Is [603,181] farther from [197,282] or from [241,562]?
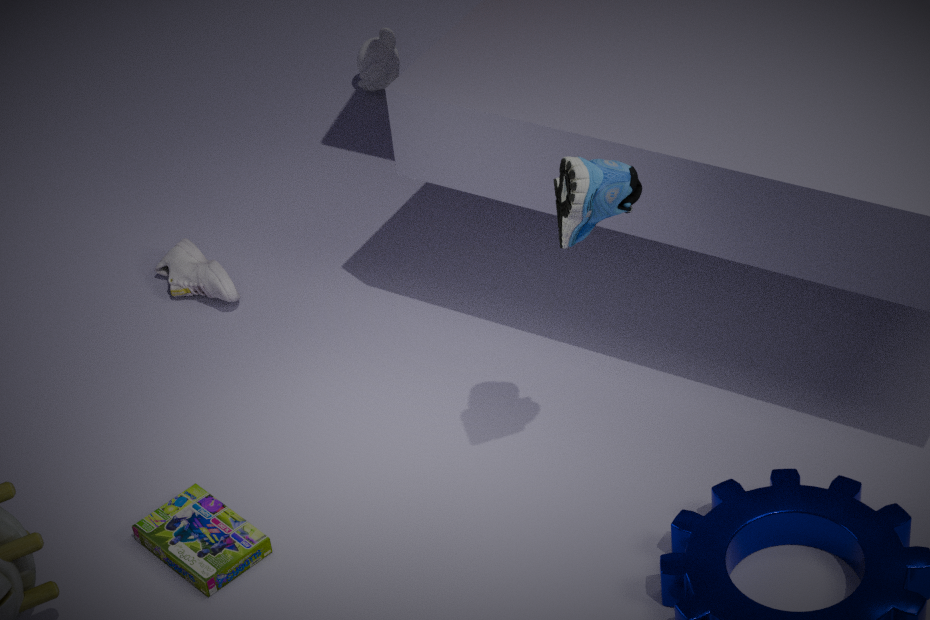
[197,282]
